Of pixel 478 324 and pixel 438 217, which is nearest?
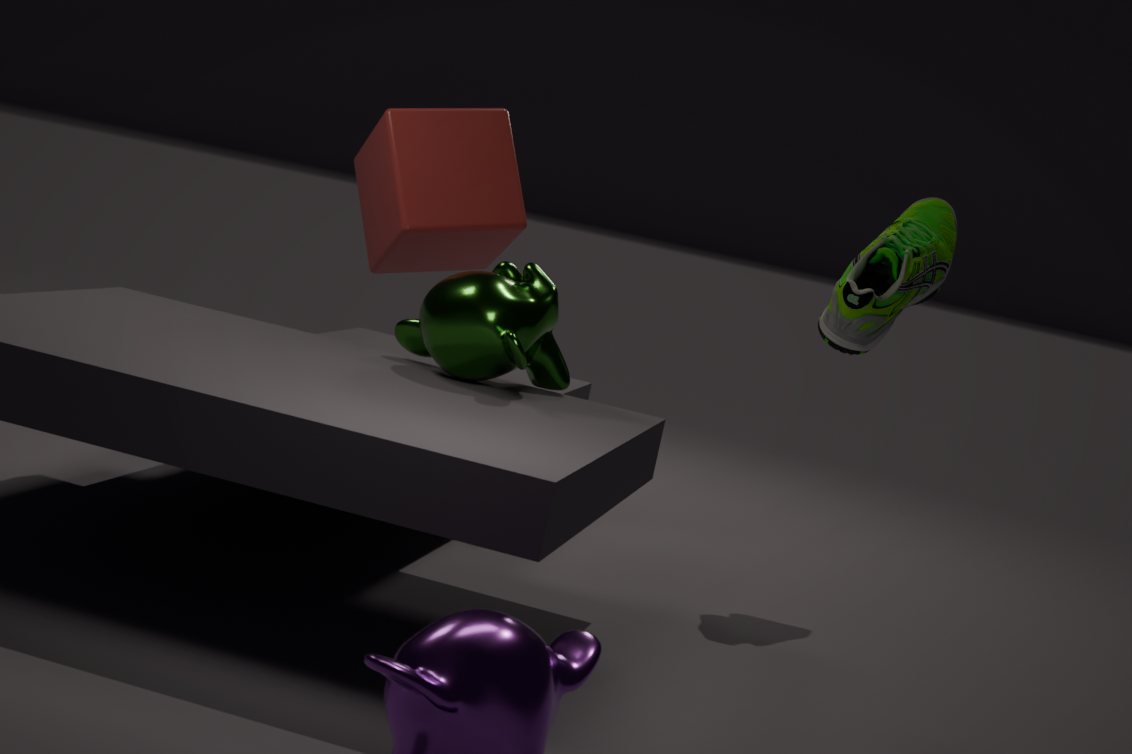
pixel 478 324
